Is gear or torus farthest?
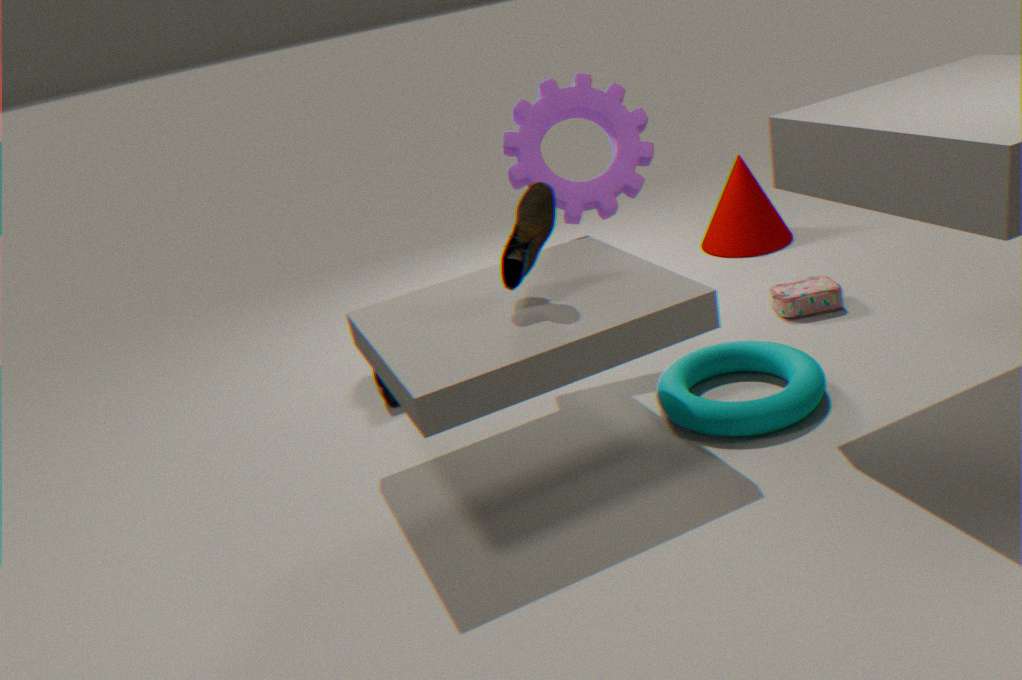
gear
